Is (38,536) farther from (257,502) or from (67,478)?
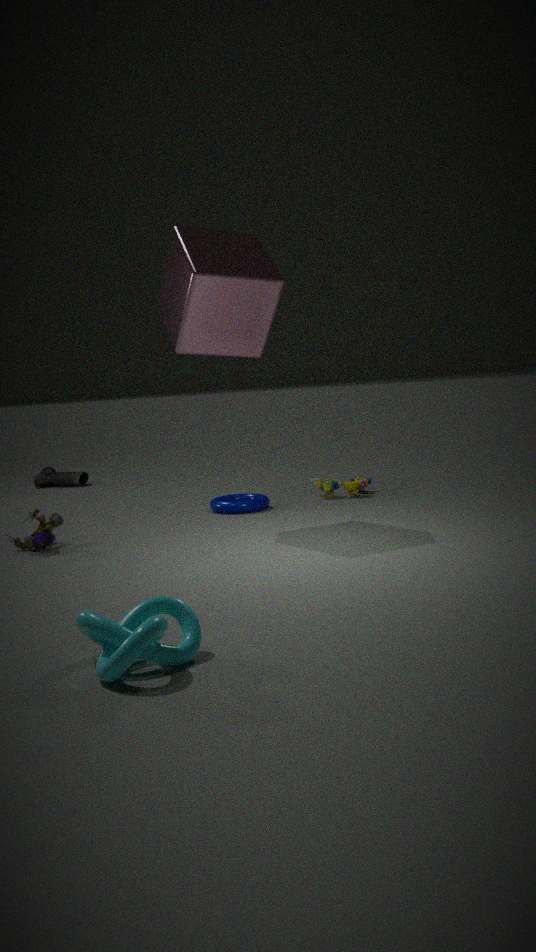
(67,478)
